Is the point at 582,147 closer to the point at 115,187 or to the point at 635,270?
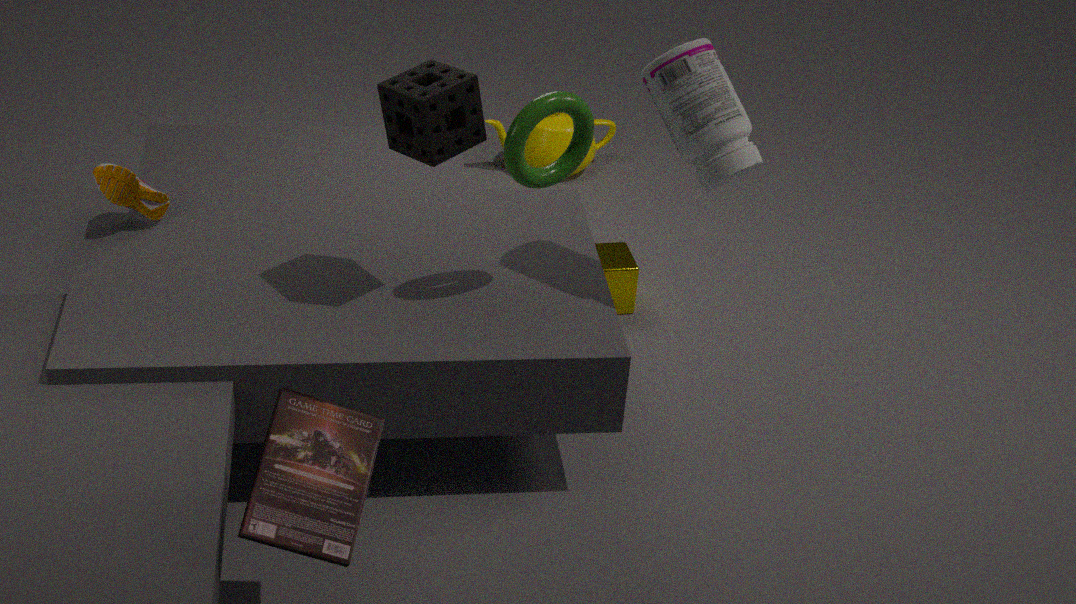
the point at 635,270
